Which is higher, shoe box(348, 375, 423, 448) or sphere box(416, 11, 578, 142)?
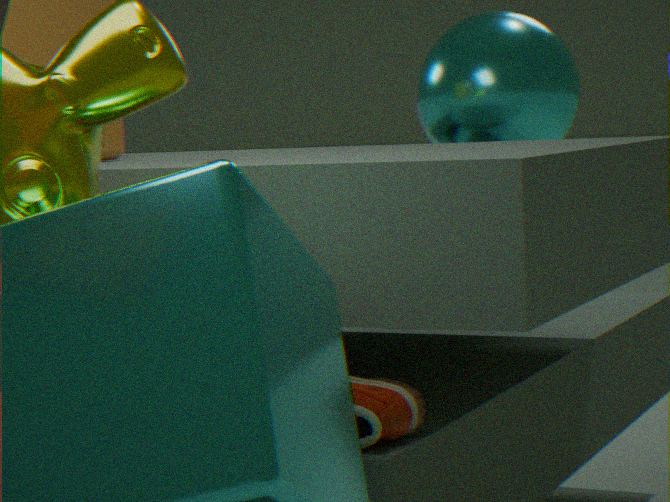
sphere box(416, 11, 578, 142)
